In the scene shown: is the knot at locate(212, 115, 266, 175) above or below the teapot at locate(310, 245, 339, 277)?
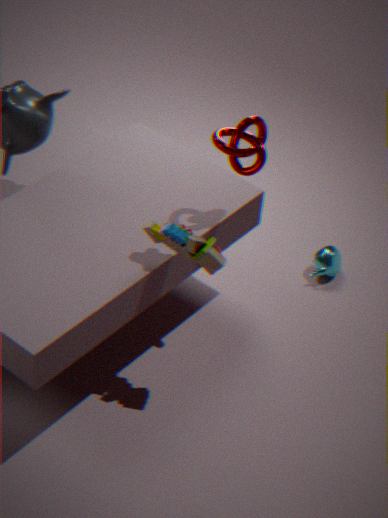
above
